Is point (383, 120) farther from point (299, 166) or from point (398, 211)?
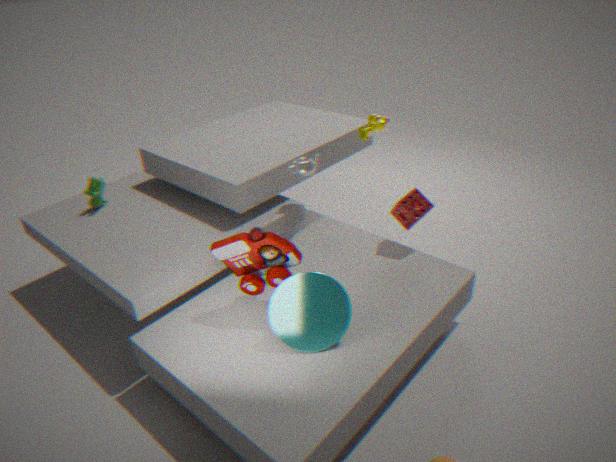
point (398, 211)
